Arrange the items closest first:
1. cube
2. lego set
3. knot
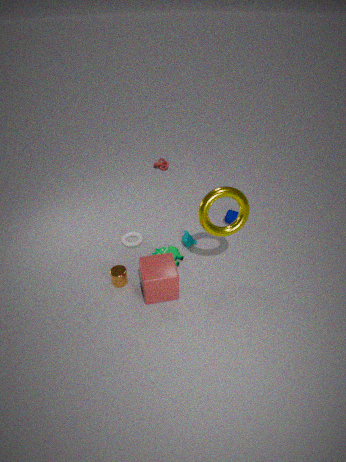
cube < lego set < knot
